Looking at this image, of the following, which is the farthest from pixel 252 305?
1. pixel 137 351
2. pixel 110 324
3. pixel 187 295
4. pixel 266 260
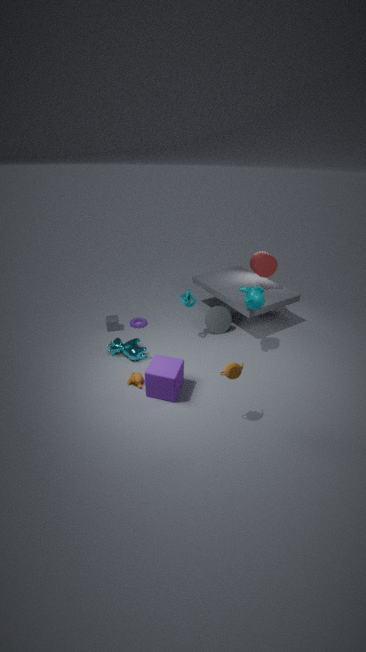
pixel 110 324
